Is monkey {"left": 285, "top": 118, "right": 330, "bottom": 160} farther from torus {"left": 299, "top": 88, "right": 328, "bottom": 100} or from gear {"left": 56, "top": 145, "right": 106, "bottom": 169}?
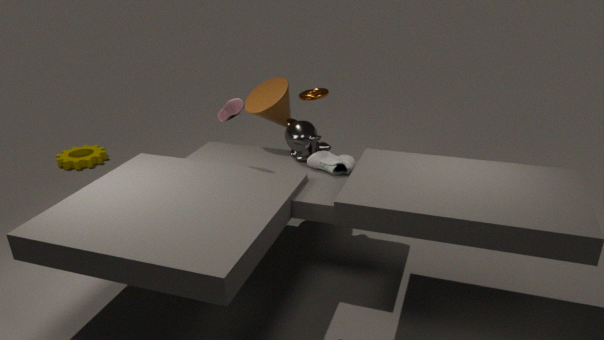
gear {"left": 56, "top": 145, "right": 106, "bottom": 169}
